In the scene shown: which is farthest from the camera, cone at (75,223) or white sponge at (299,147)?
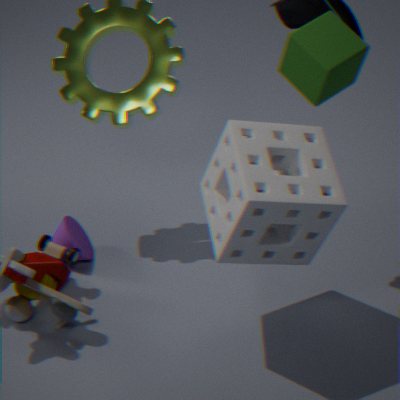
cone at (75,223)
